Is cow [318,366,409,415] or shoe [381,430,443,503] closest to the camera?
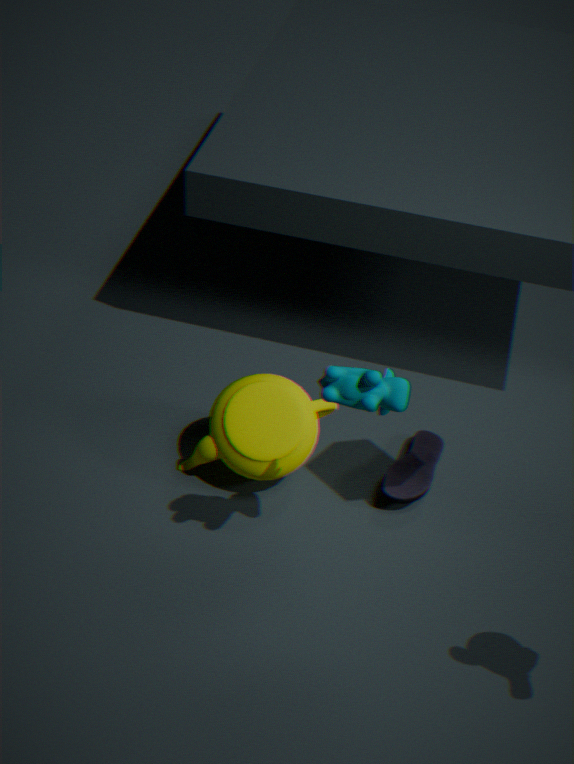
cow [318,366,409,415]
